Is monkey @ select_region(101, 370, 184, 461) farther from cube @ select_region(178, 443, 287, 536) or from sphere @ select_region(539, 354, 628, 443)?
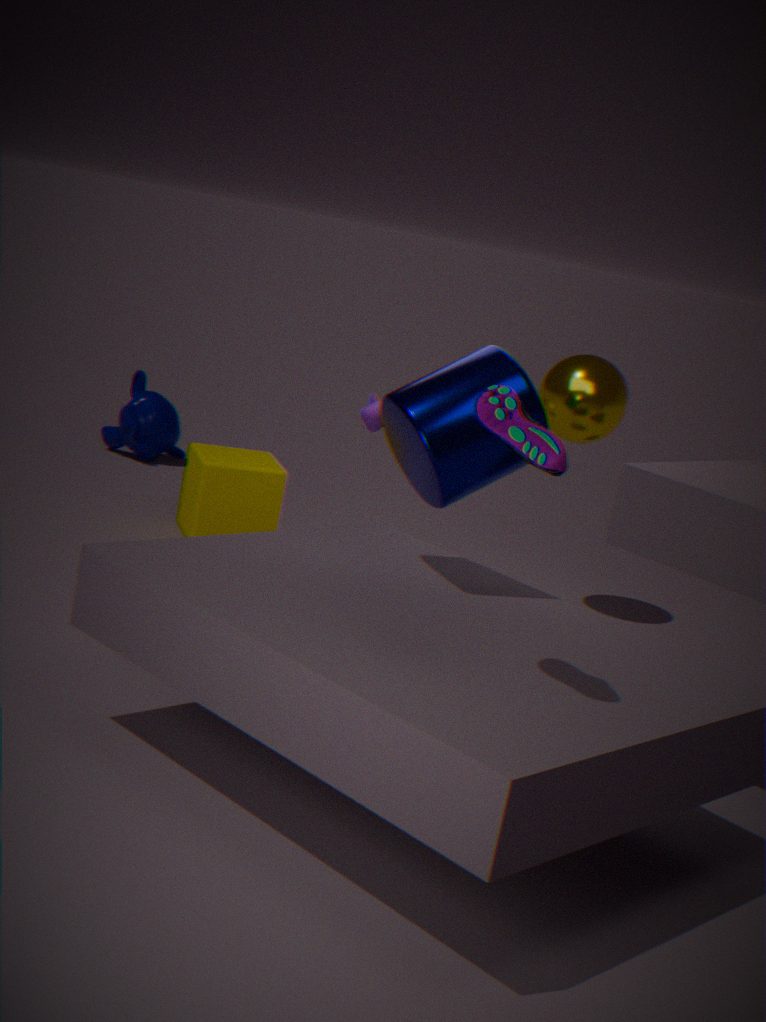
sphere @ select_region(539, 354, 628, 443)
